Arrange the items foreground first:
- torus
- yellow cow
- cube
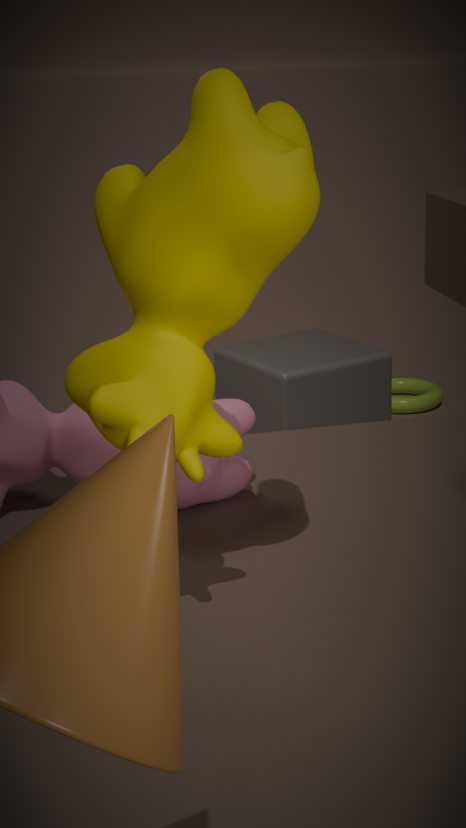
yellow cow, cube, torus
